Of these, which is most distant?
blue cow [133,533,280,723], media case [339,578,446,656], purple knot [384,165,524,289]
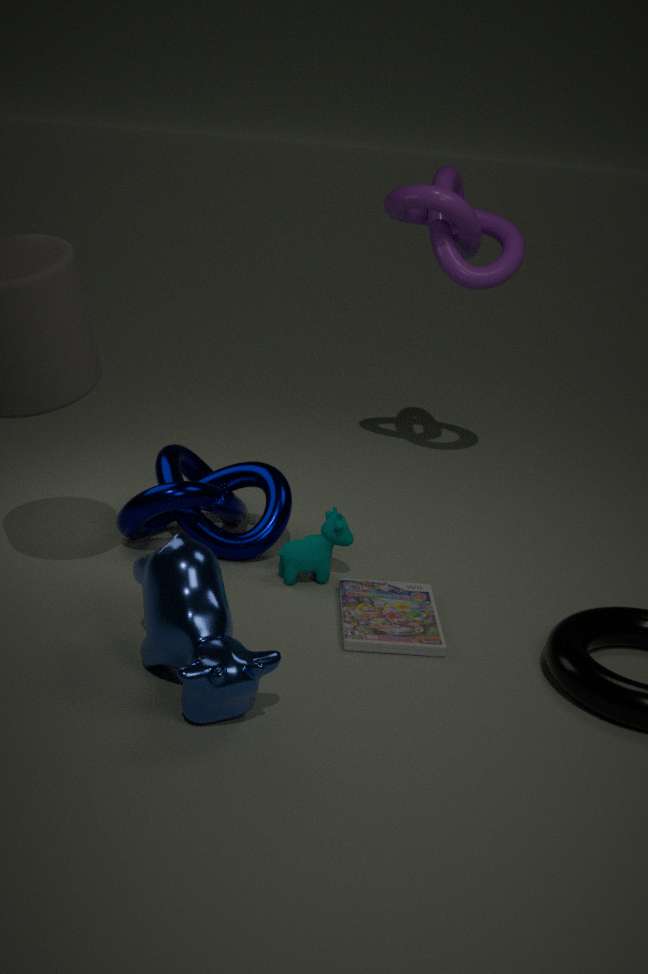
purple knot [384,165,524,289]
